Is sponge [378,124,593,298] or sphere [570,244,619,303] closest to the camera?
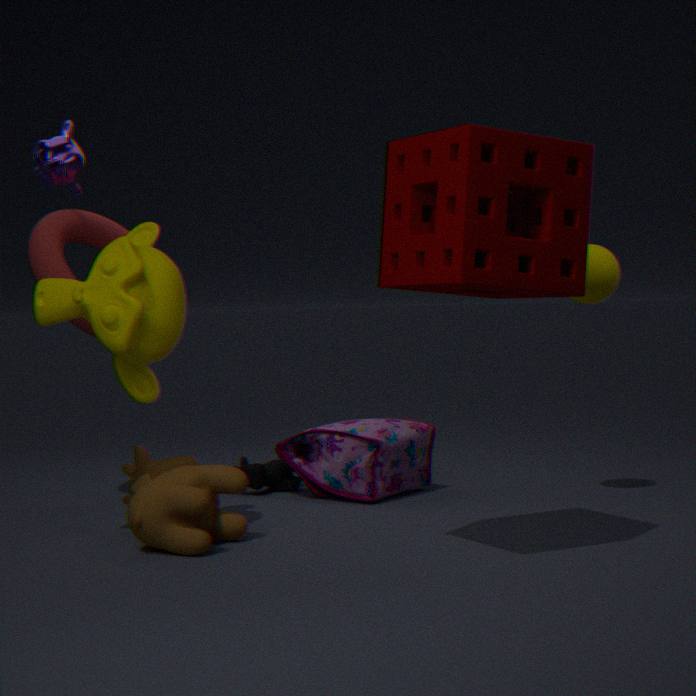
sponge [378,124,593,298]
